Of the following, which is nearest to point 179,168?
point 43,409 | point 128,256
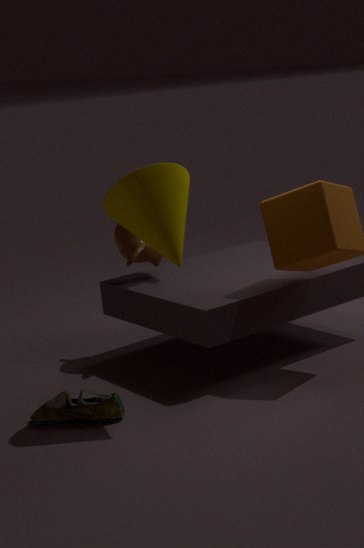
point 128,256
